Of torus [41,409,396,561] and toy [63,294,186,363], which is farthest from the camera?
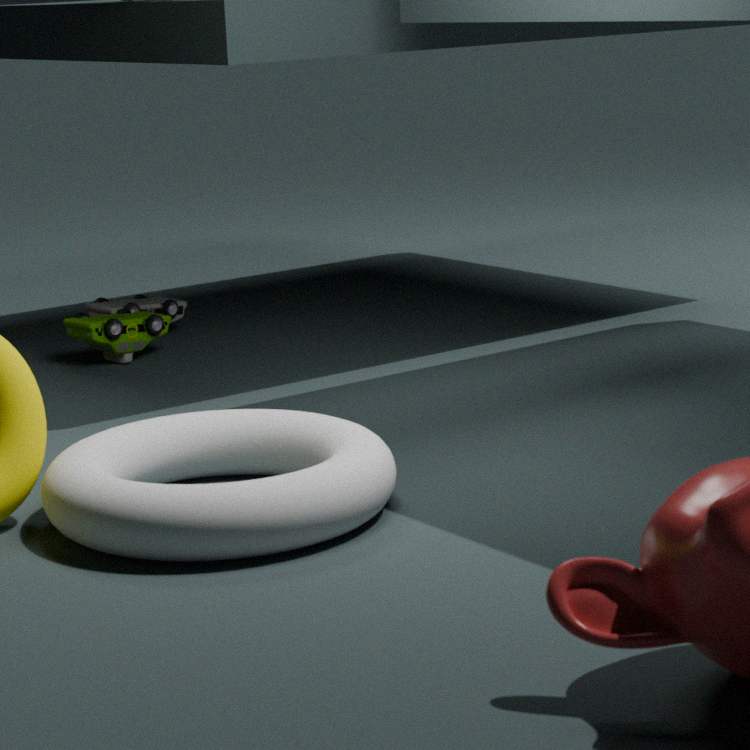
toy [63,294,186,363]
